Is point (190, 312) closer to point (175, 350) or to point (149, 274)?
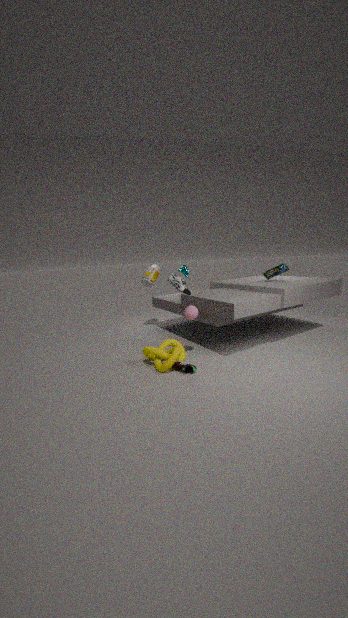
point (175, 350)
